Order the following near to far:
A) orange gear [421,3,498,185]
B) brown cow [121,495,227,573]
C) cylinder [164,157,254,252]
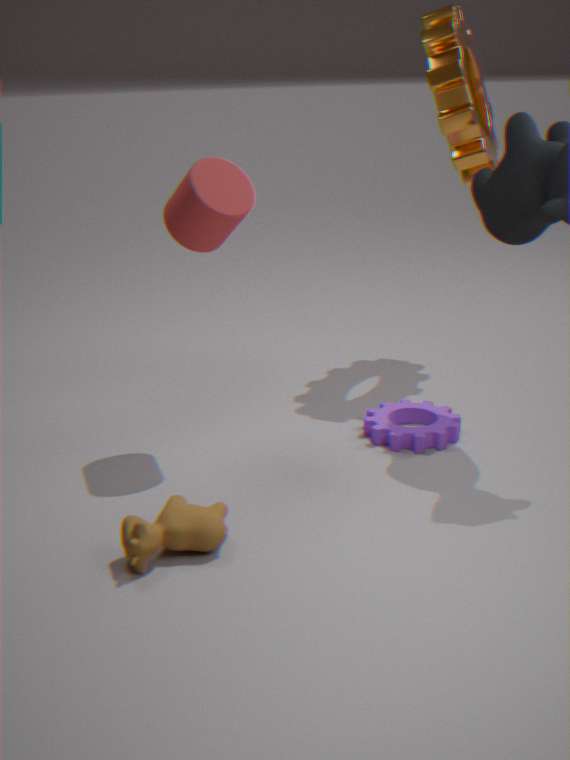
brown cow [121,495,227,573]
cylinder [164,157,254,252]
orange gear [421,3,498,185]
